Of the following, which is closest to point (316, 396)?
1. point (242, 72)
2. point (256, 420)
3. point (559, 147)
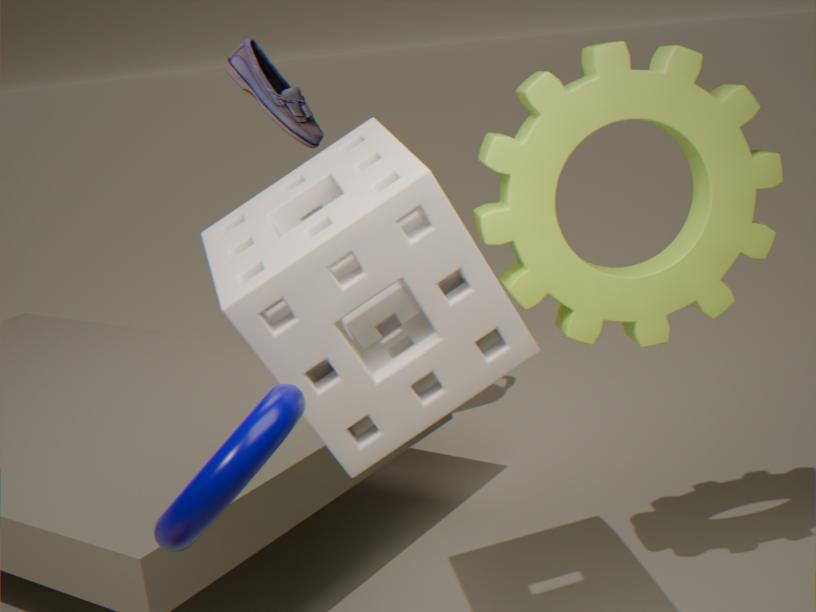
point (256, 420)
